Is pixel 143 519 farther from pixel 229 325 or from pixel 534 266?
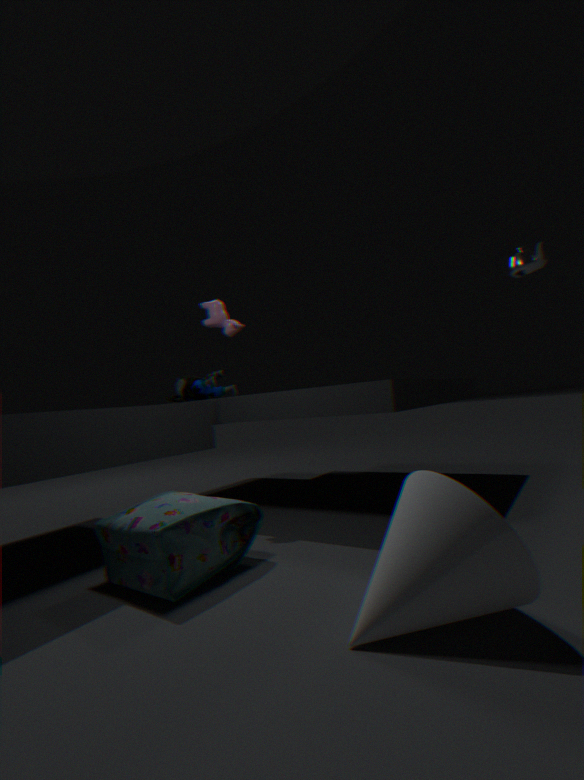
pixel 534 266
